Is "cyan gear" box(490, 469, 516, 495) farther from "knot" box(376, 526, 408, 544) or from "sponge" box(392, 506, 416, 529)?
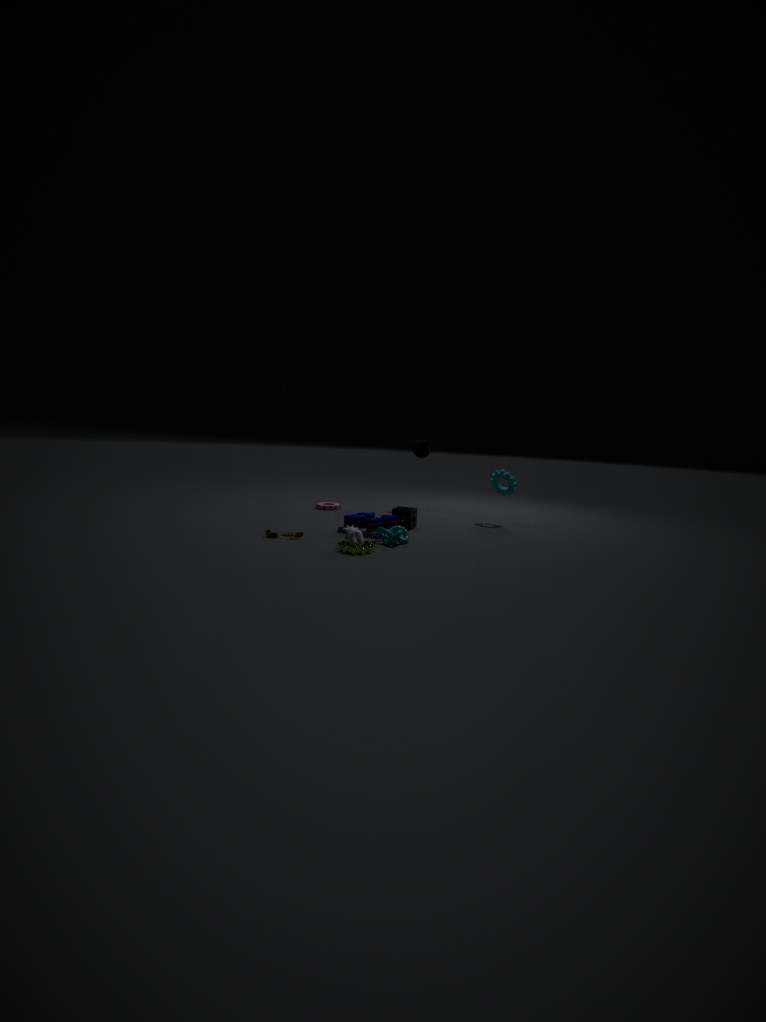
"knot" box(376, 526, 408, 544)
